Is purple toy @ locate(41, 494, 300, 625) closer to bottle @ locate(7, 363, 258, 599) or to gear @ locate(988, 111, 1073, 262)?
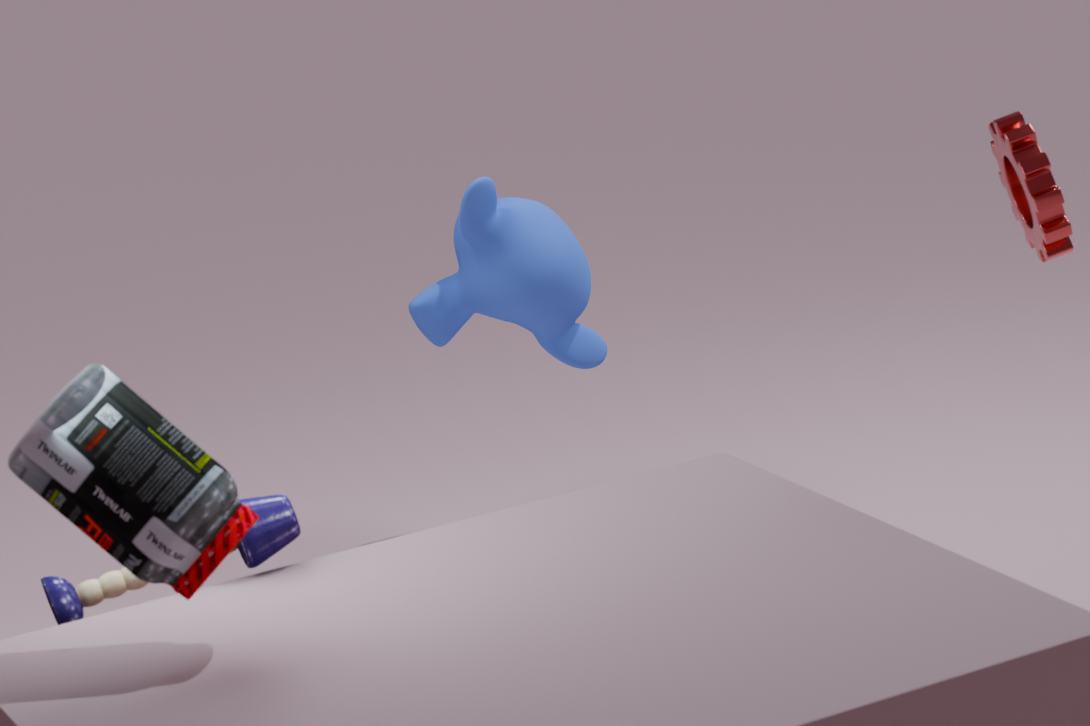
bottle @ locate(7, 363, 258, 599)
